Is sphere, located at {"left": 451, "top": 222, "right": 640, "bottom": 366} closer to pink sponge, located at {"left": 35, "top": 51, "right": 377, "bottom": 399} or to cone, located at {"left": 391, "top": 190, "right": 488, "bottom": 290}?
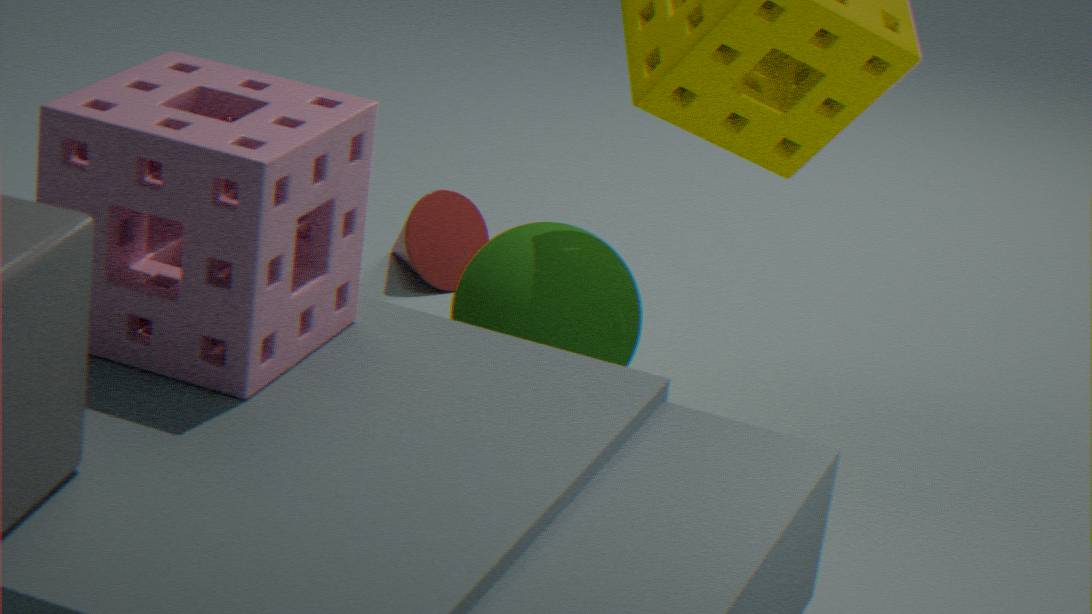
cone, located at {"left": 391, "top": 190, "right": 488, "bottom": 290}
